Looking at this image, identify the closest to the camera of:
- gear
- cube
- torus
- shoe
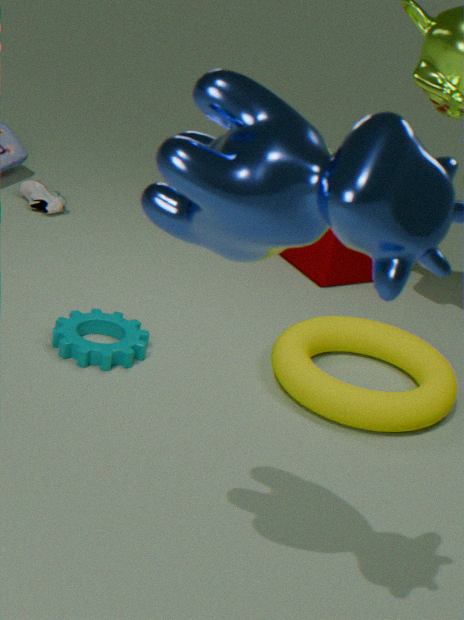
torus
